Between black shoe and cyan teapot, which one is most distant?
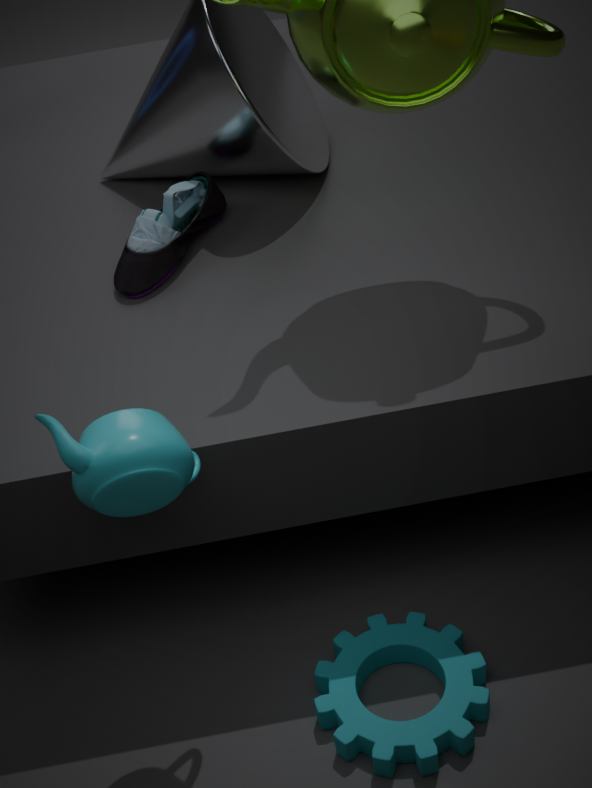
black shoe
